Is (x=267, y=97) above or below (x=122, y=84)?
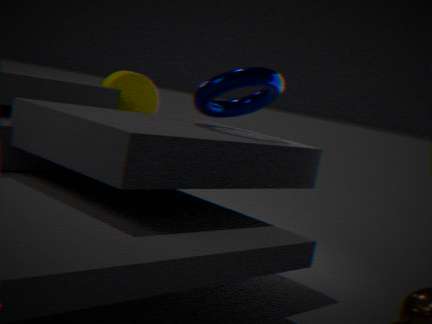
above
